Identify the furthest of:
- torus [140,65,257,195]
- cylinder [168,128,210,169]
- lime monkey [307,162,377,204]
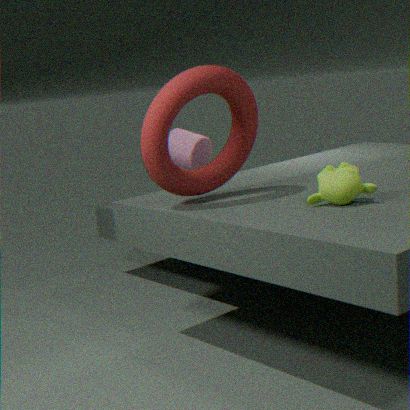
cylinder [168,128,210,169]
